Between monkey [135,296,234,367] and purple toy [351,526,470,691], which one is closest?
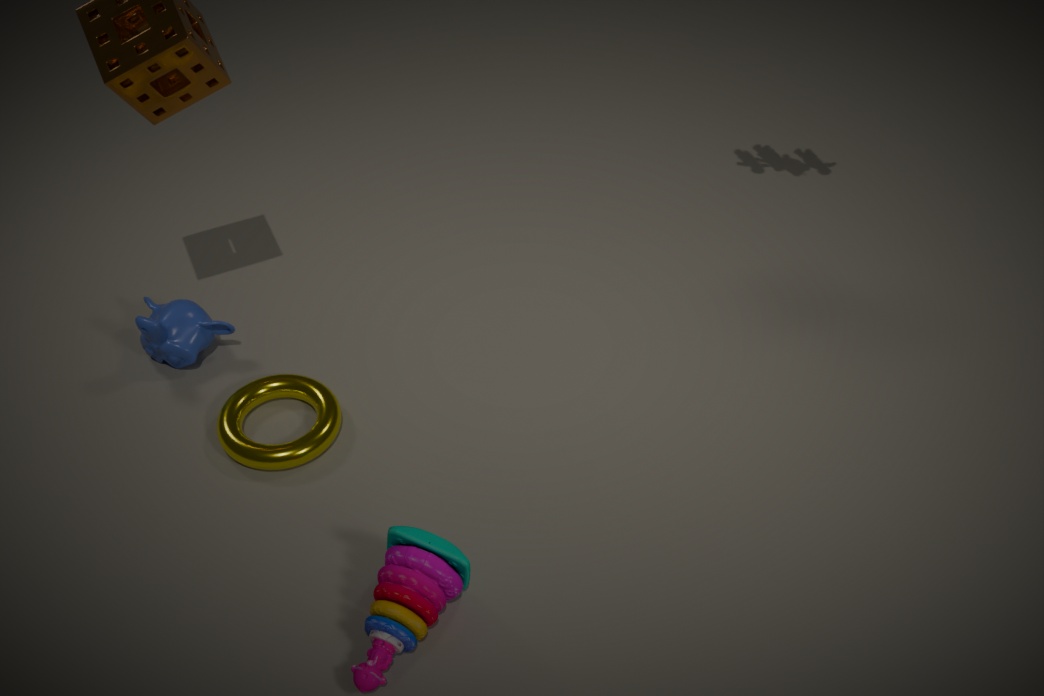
purple toy [351,526,470,691]
